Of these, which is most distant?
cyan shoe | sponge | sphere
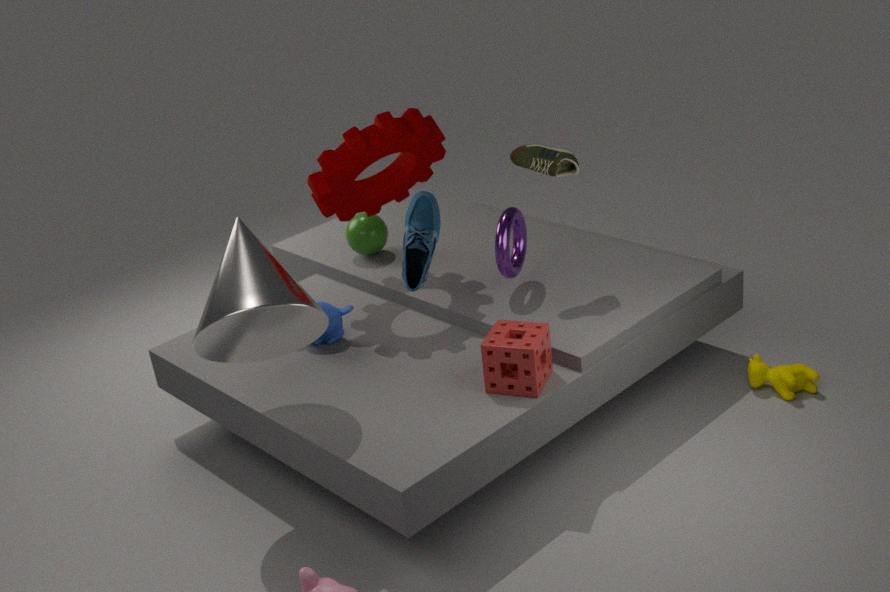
sphere
